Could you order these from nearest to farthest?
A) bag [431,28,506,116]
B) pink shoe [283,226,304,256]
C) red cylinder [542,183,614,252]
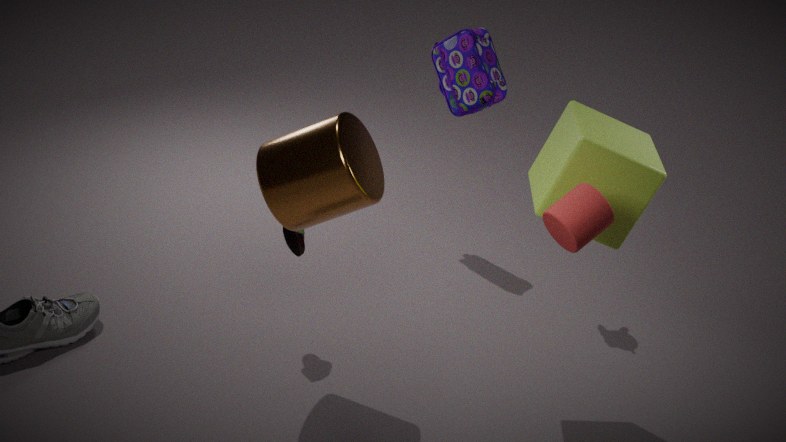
red cylinder [542,183,614,252] → pink shoe [283,226,304,256] → bag [431,28,506,116]
